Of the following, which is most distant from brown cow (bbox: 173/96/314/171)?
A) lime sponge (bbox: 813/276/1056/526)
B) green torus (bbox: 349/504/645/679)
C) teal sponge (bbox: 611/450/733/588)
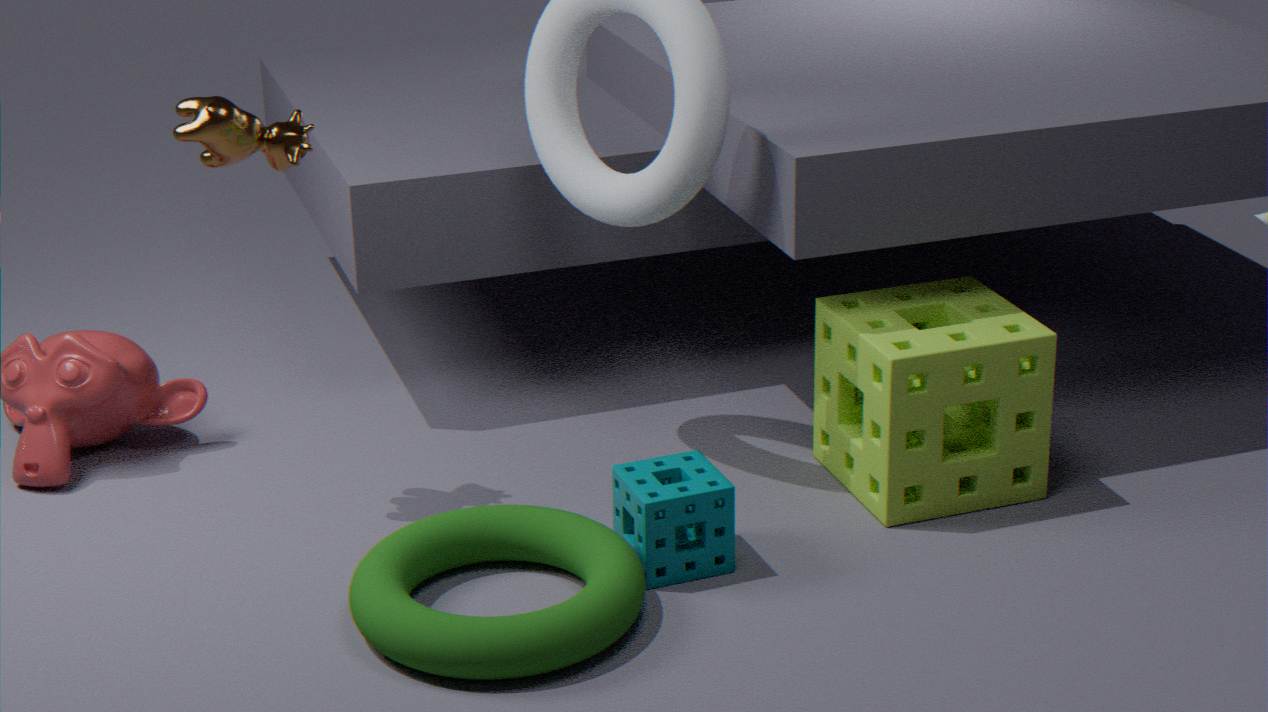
lime sponge (bbox: 813/276/1056/526)
